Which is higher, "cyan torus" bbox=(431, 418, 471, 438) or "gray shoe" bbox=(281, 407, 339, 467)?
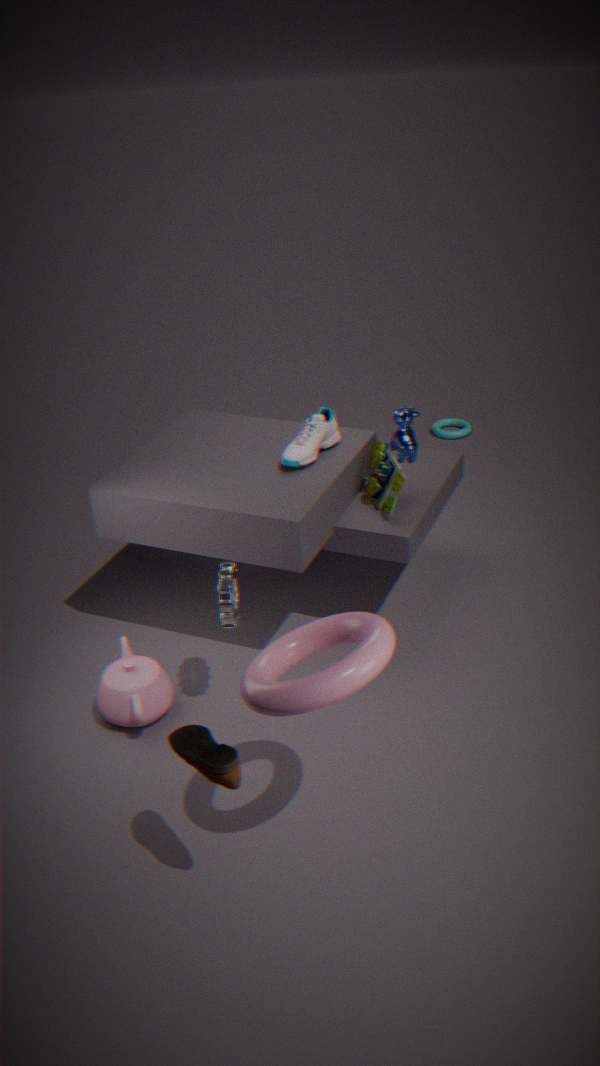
"gray shoe" bbox=(281, 407, 339, 467)
